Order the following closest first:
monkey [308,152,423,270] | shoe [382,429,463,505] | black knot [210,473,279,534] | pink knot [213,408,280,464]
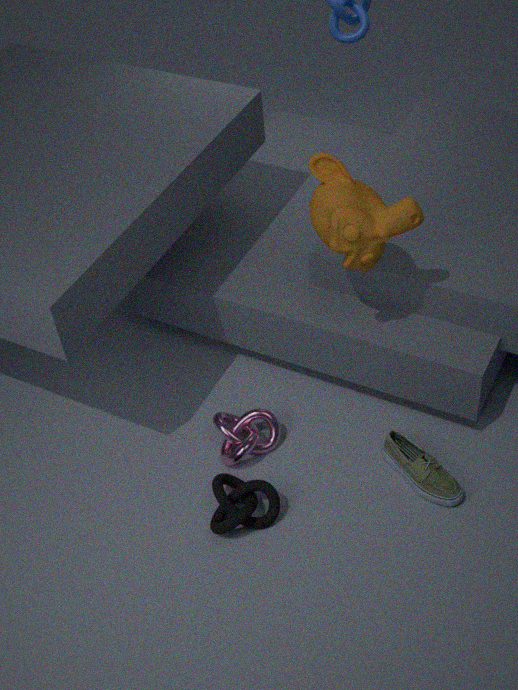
1. monkey [308,152,423,270]
2. black knot [210,473,279,534]
3. shoe [382,429,463,505]
4. pink knot [213,408,280,464]
